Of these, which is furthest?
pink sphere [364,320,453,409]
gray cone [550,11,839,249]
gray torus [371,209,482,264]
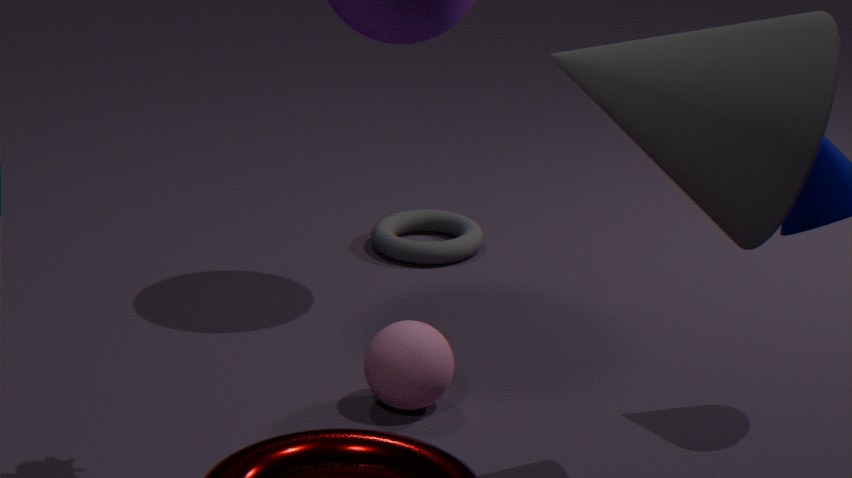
gray torus [371,209,482,264]
